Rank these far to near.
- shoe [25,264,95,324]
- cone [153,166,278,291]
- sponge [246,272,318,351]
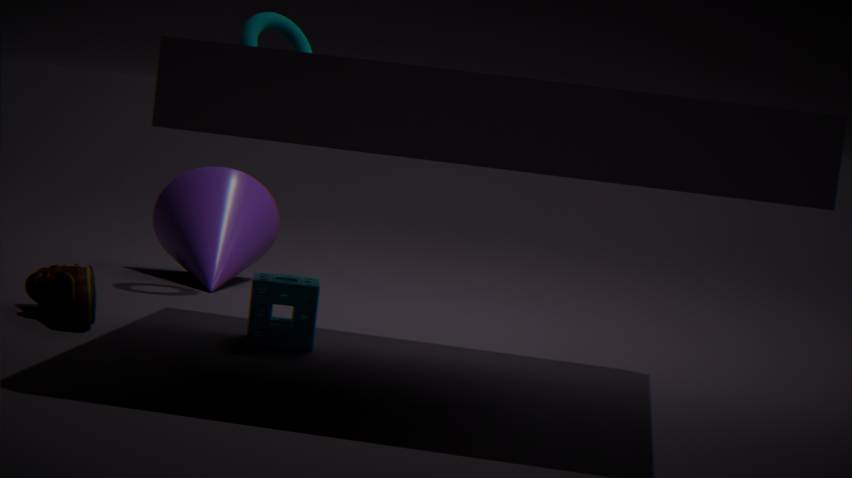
cone [153,166,278,291] < sponge [246,272,318,351] < shoe [25,264,95,324]
